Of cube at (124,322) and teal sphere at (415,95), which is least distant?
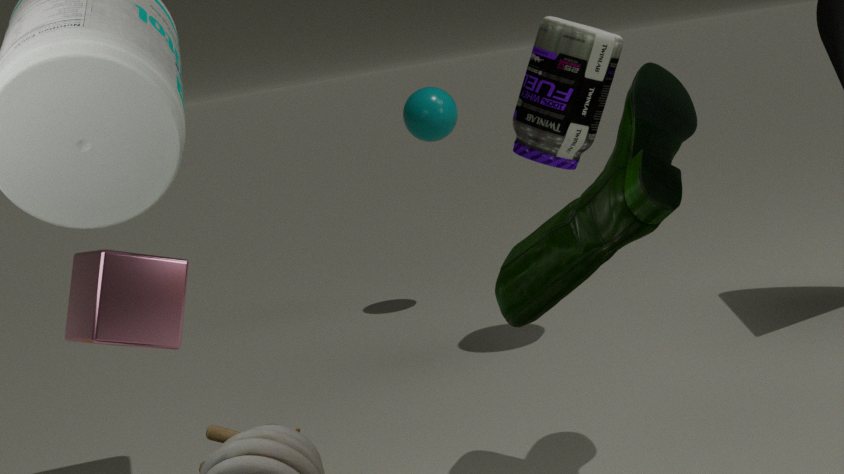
cube at (124,322)
